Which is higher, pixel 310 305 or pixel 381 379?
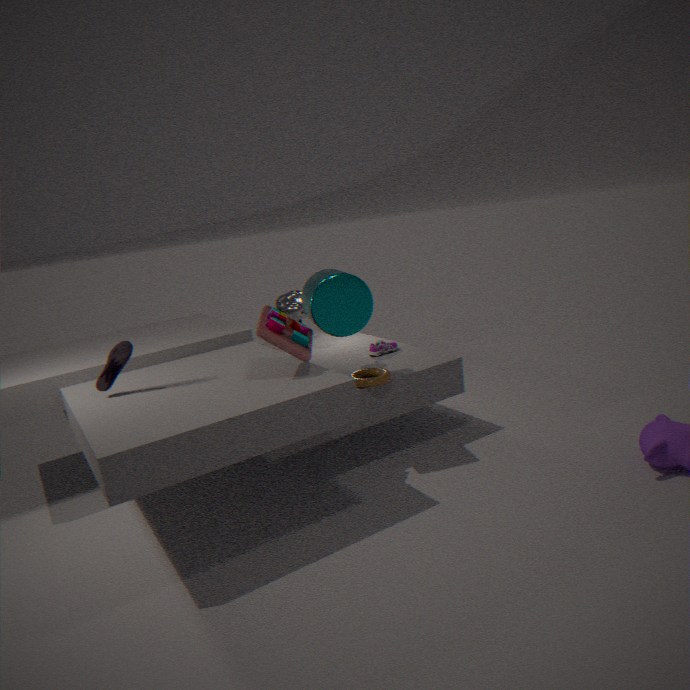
pixel 310 305
